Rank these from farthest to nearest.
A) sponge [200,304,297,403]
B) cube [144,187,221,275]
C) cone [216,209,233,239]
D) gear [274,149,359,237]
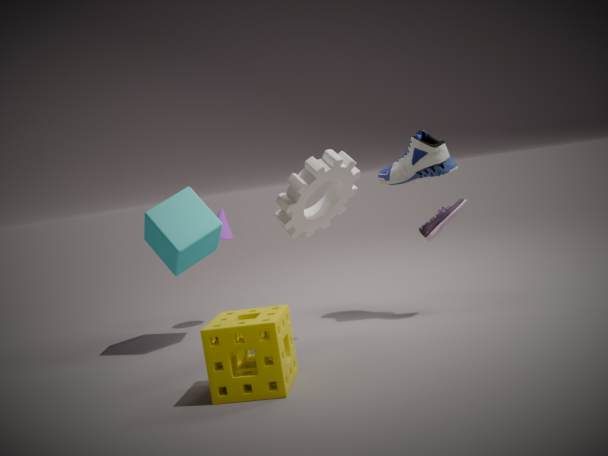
cone [216,209,233,239], cube [144,187,221,275], gear [274,149,359,237], sponge [200,304,297,403]
